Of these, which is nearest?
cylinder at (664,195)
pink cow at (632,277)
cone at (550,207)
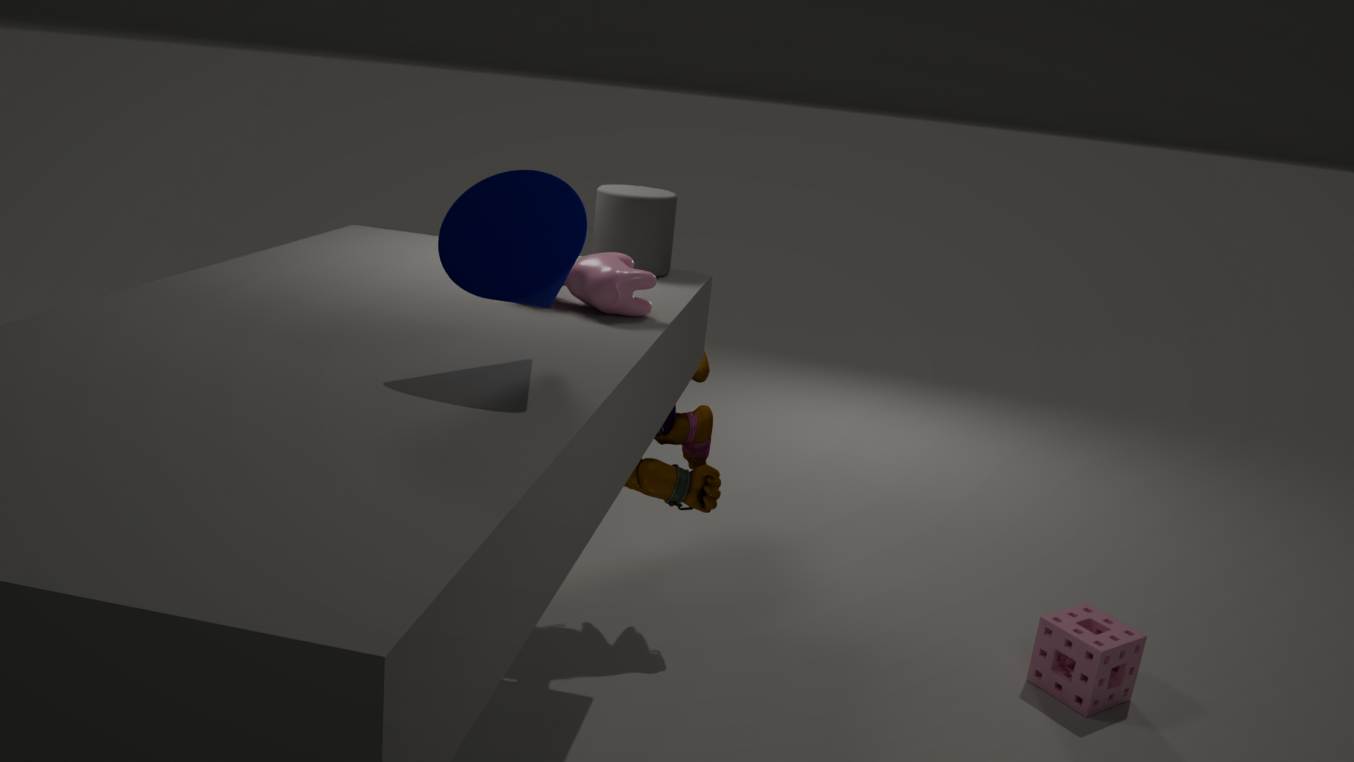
cone at (550,207)
